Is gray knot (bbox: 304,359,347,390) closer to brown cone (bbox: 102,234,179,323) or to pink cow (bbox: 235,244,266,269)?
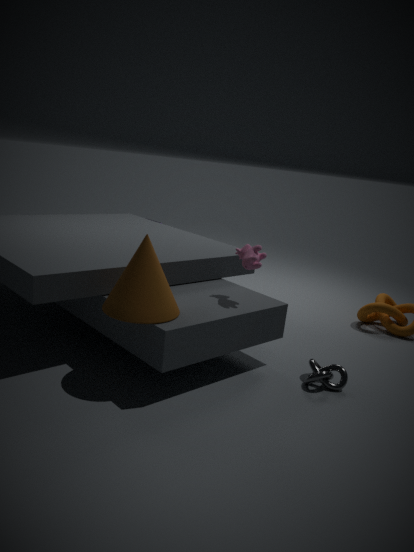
pink cow (bbox: 235,244,266,269)
